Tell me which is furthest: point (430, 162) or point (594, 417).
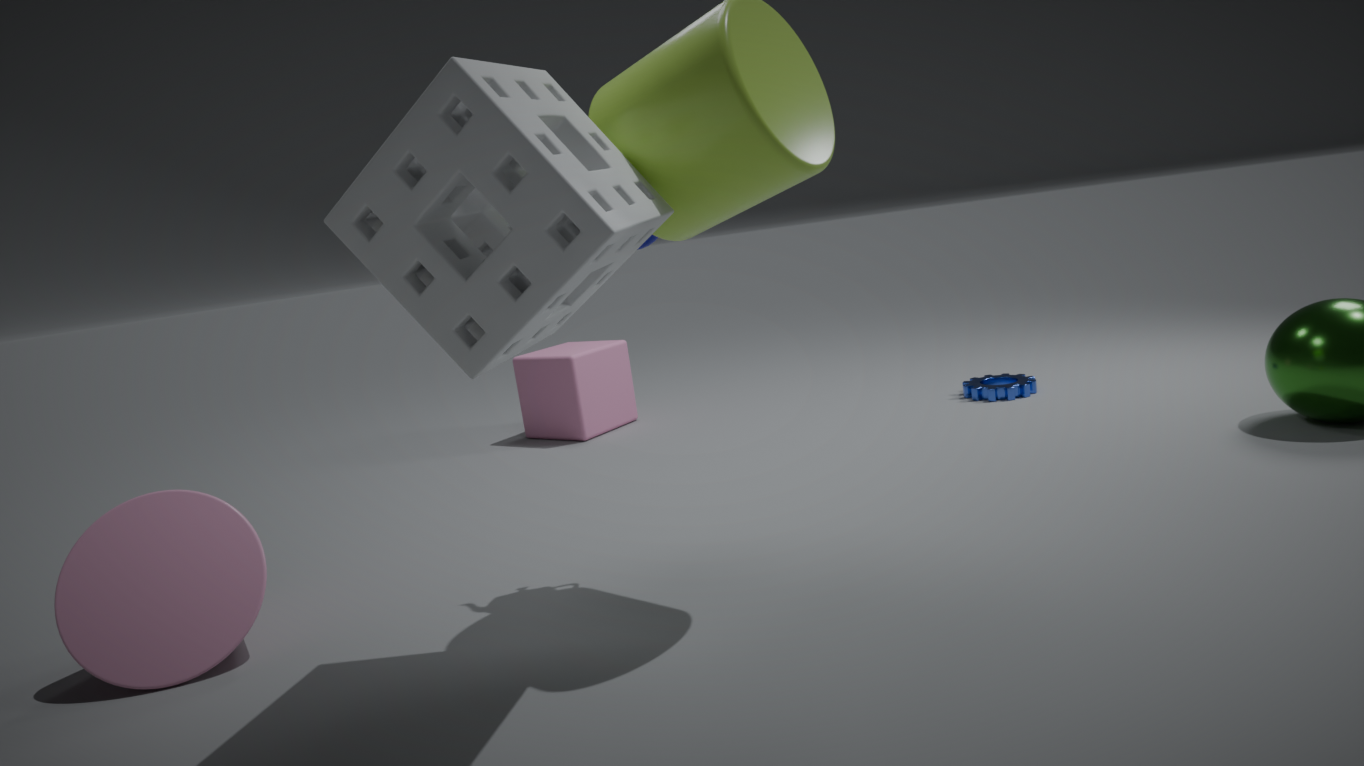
point (594, 417)
